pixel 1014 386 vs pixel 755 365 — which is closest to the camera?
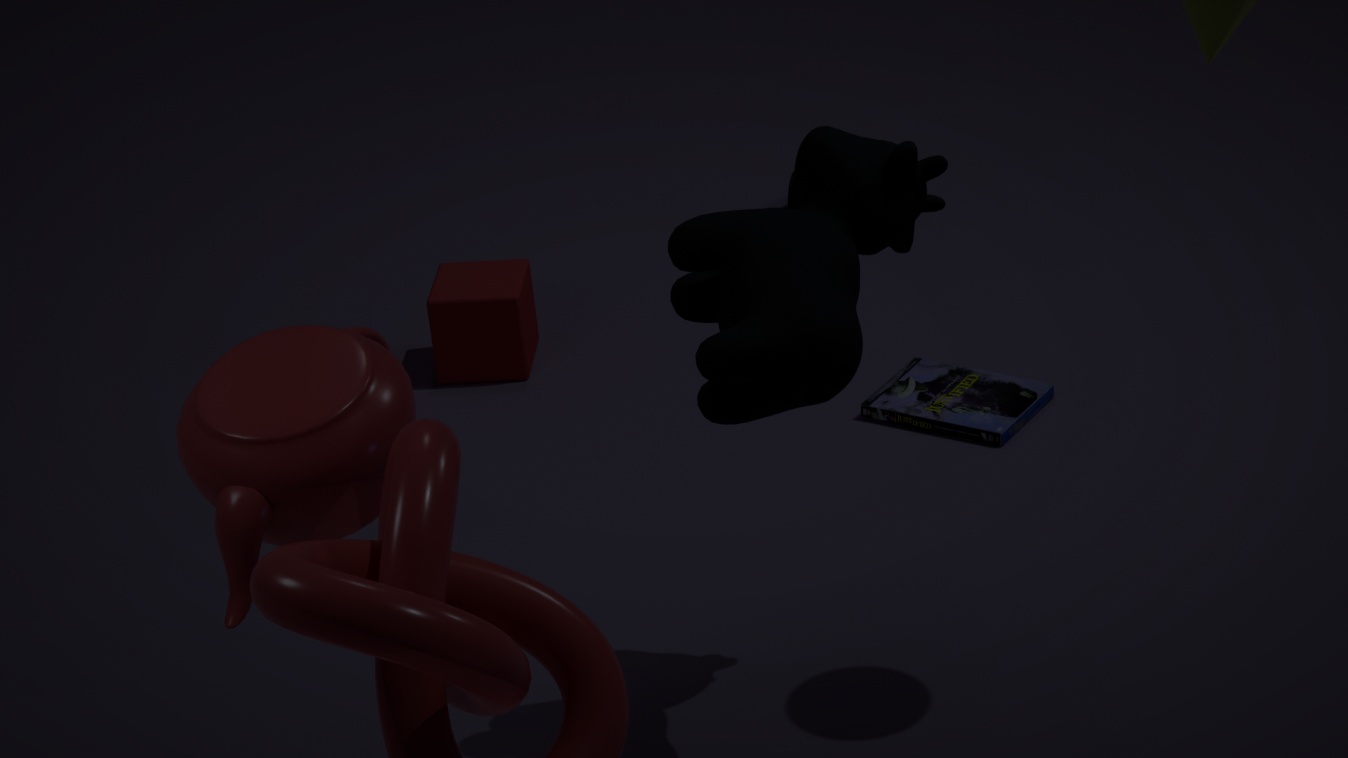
pixel 755 365
